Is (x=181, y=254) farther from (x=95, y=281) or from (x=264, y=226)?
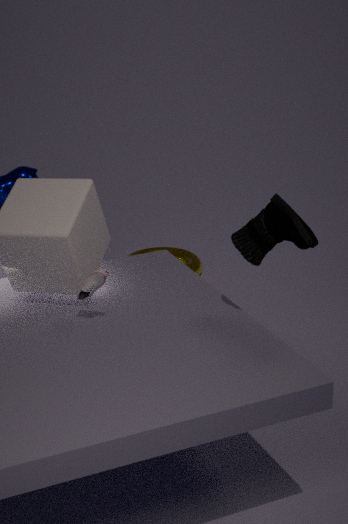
(x=264, y=226)
